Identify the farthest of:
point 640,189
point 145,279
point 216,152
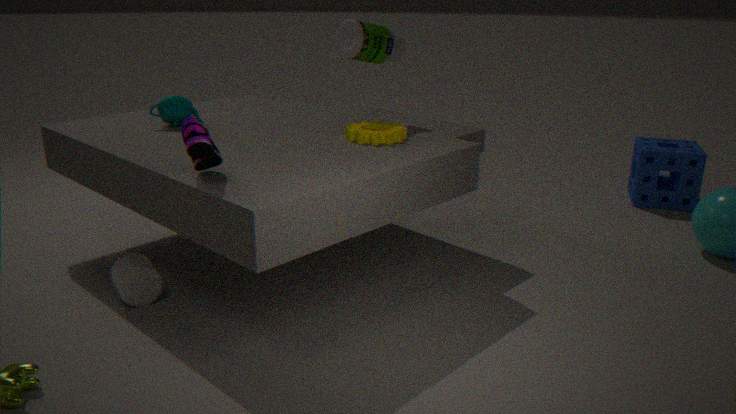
point 640,189
